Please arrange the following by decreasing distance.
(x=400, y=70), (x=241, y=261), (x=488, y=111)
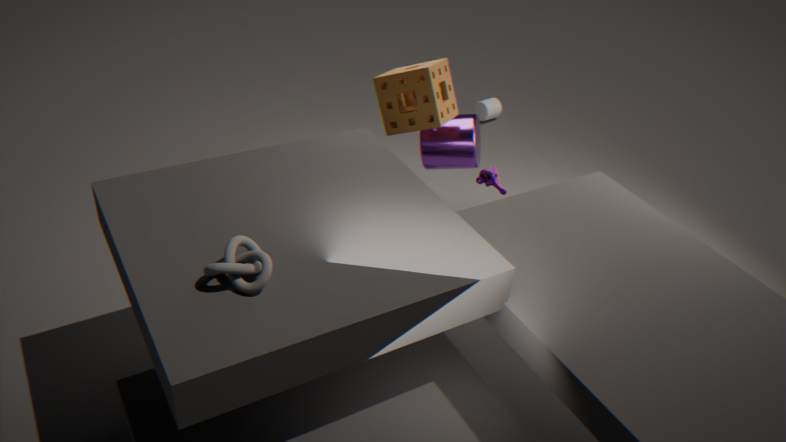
1. (x=488, y=111)
2. (x=400, y=70)
3. (x=241, y=261)
